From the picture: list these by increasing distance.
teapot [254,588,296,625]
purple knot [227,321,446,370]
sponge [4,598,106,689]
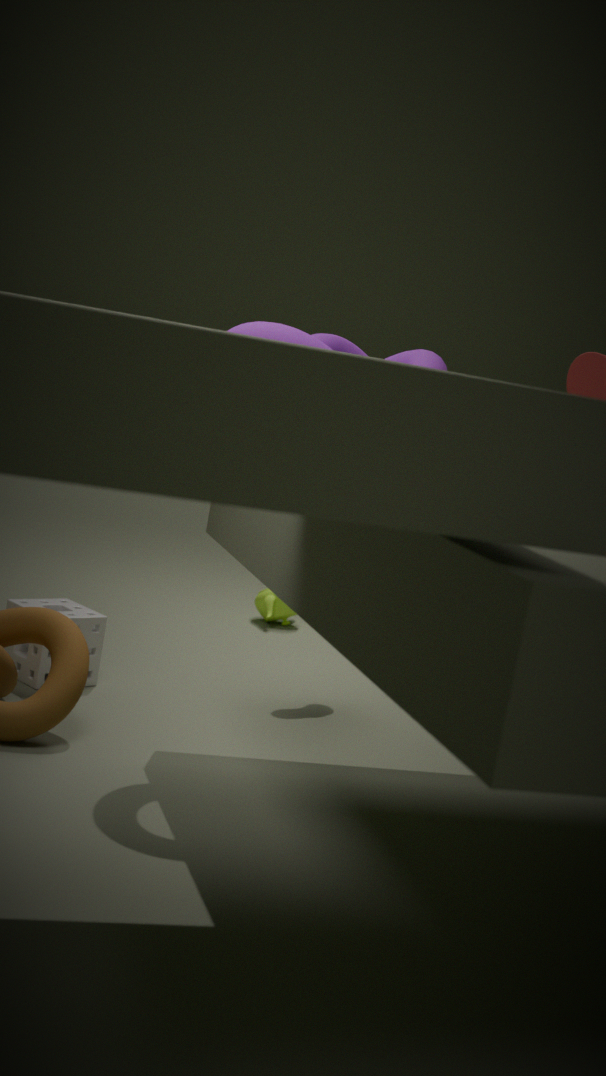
purple knot [227,321,446,370], sponge [4,598,106,689], teapot [254,588,296,625]
